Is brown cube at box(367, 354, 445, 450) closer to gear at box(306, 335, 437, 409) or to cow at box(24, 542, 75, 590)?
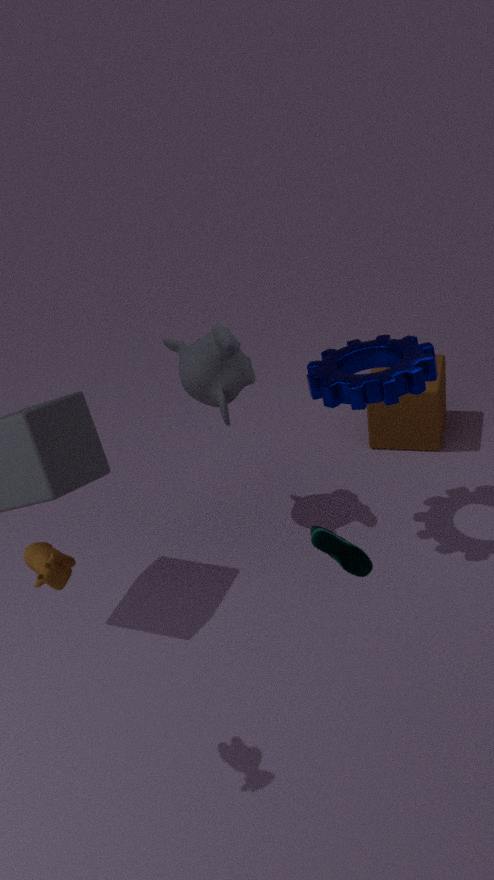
gear at box(306, 335, 437, 409)
